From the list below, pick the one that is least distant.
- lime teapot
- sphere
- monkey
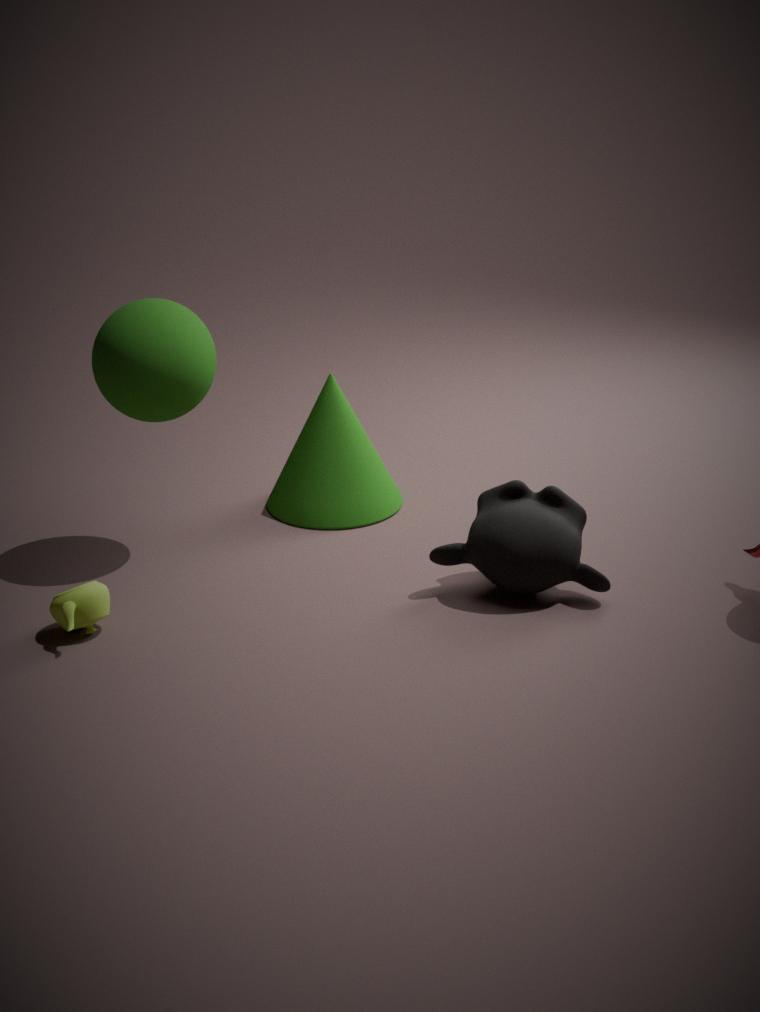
lime teapot
